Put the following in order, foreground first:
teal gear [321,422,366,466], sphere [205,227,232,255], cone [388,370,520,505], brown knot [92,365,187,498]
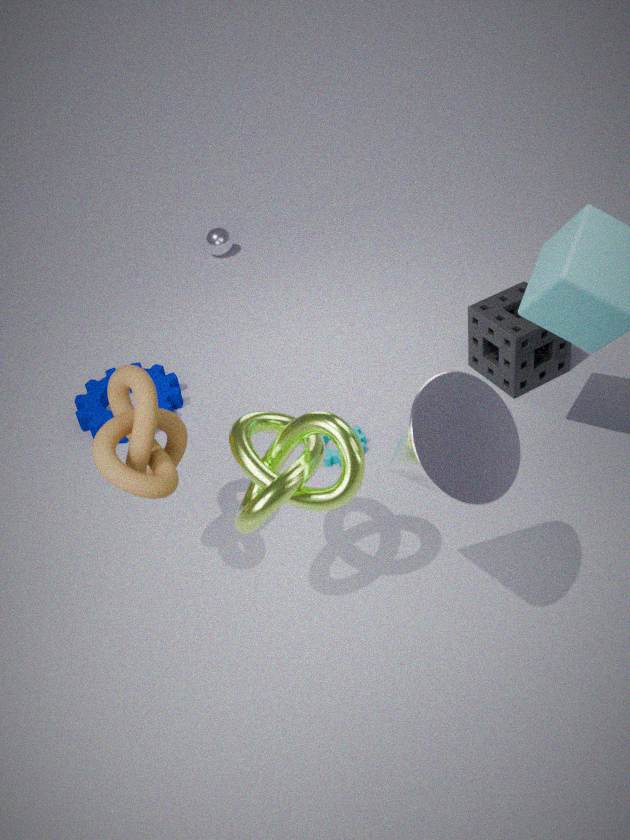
cone [388,370,520,505], brown knot [92,365,187,498], teal gear [321,422,366,466], sphere [205,227,232,255]
